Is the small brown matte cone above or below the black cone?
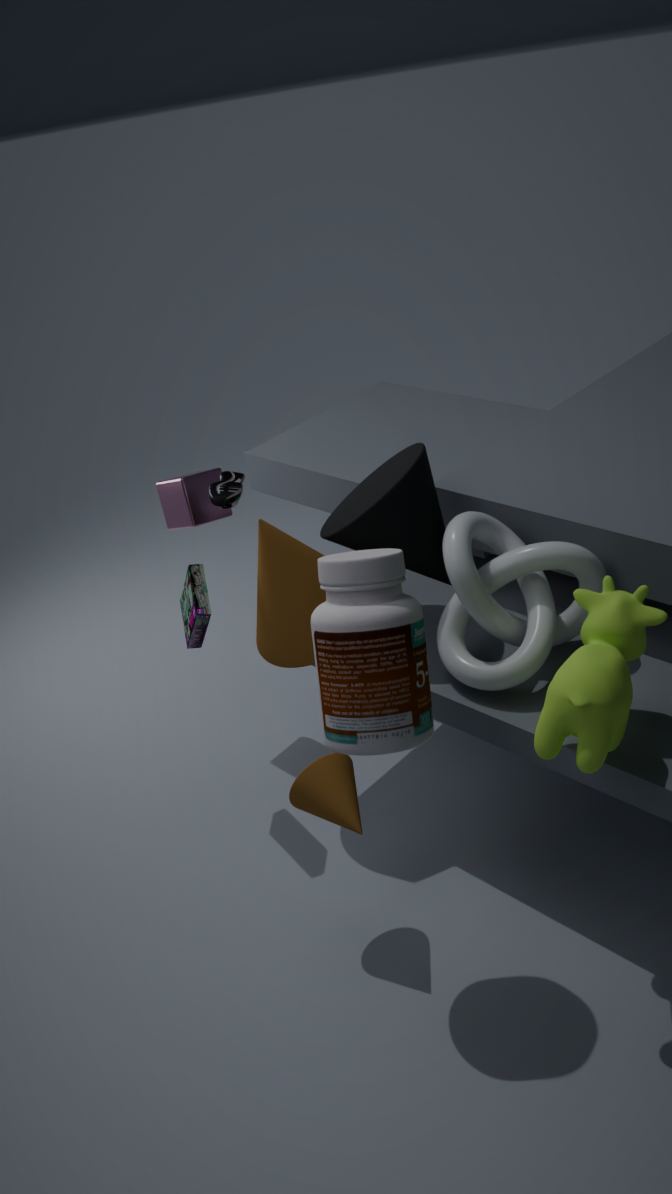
below
